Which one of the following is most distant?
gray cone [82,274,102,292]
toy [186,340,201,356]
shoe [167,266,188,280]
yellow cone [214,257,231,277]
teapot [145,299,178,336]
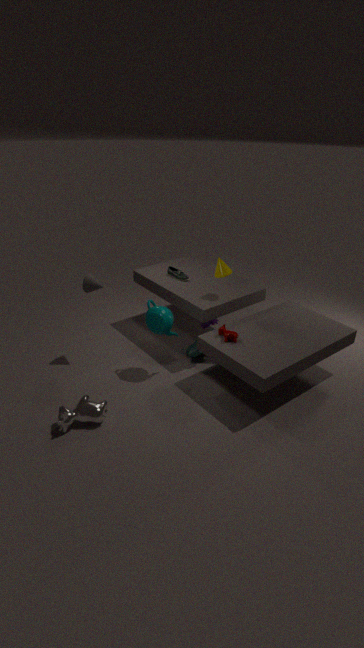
shoe [167,266,188,280]
